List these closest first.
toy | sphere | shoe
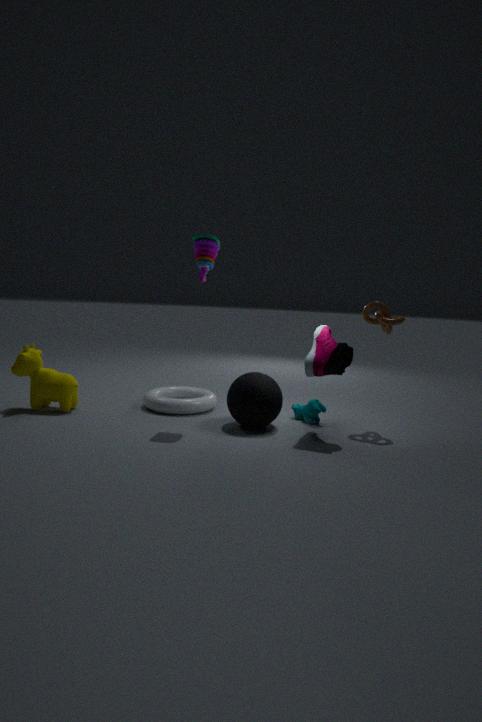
shoe, sphere, toy
